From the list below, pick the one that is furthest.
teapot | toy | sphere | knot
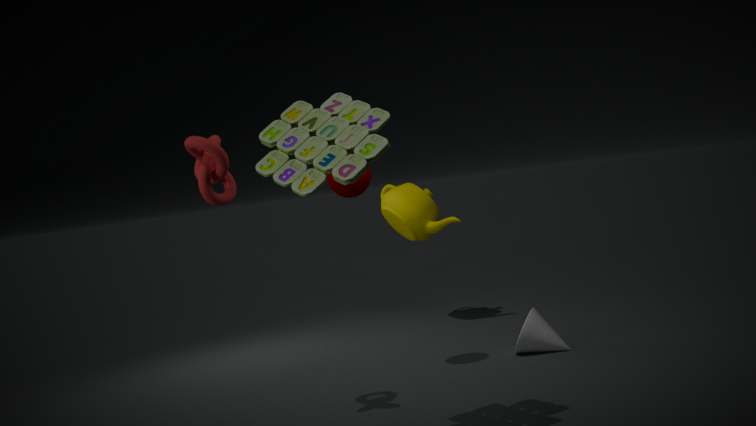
teapot
